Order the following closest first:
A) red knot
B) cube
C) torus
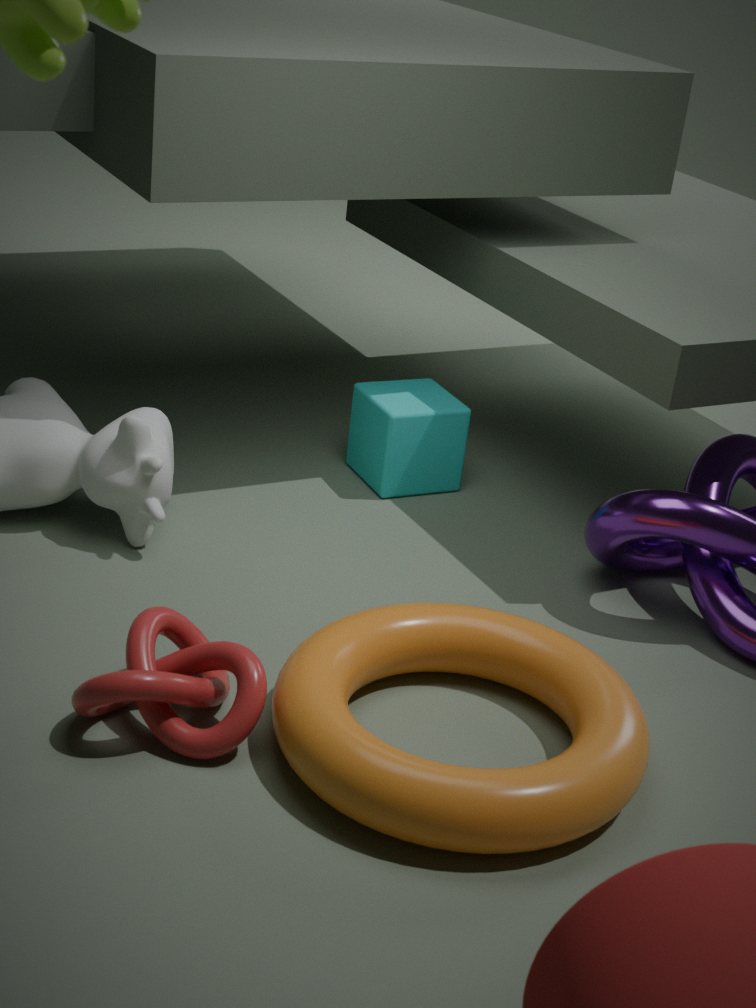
torus, red knot, cube
